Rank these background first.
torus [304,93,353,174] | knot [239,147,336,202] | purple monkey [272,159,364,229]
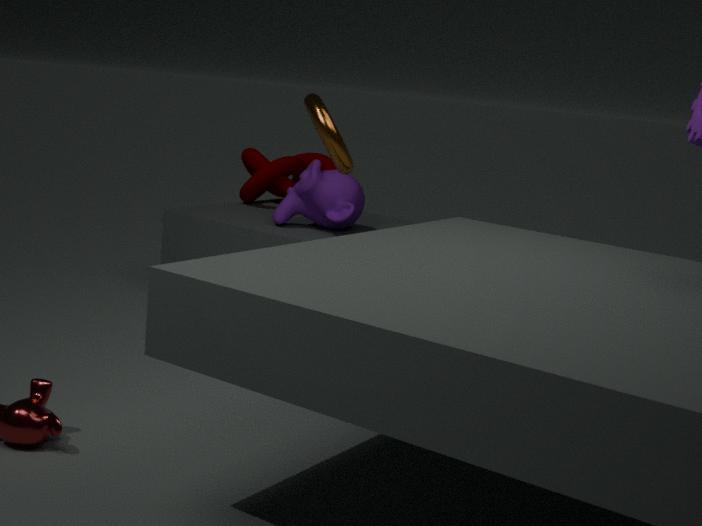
1. knot [239,147,336,202]
2. purple monkey [272,159,364,229]
3. torus [304,93,353,174]
